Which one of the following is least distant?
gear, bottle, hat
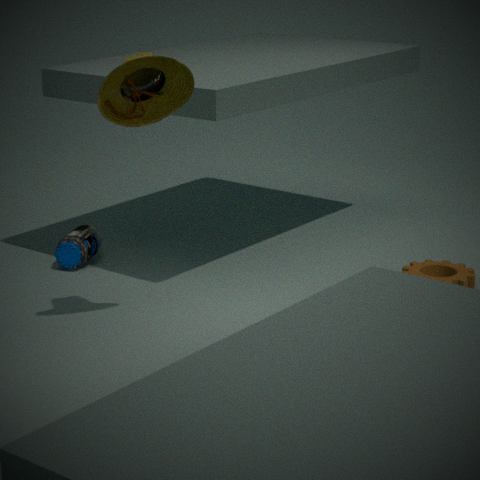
hat
